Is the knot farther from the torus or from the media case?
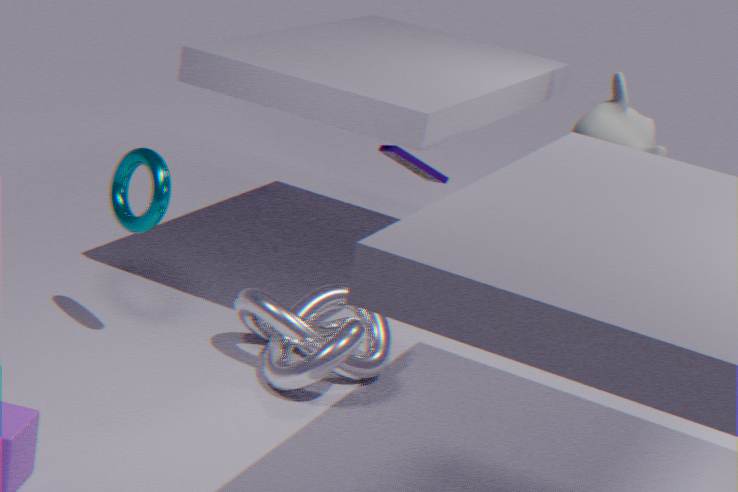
the media case
